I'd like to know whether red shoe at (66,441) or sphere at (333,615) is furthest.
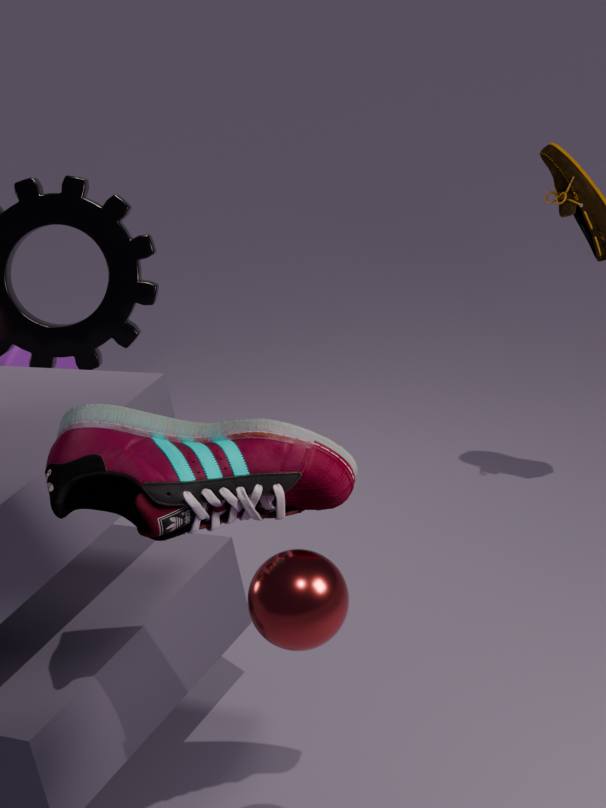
red shoe at (66,441)
